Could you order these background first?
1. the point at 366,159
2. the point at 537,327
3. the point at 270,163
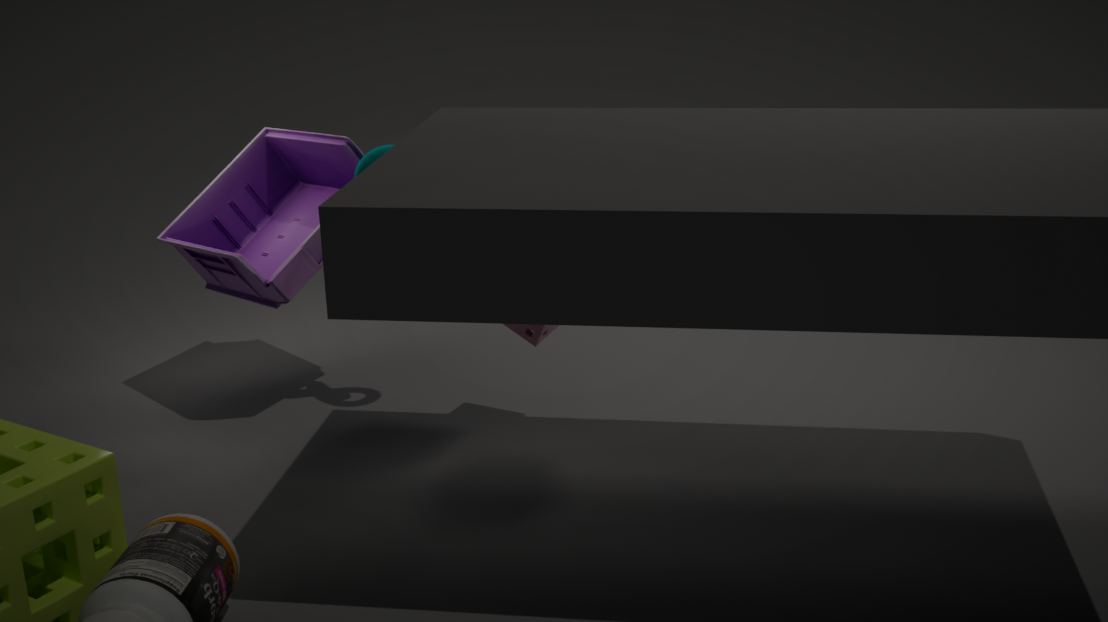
the point at 270,163 < the point at 366,159 < the point at 537,327
